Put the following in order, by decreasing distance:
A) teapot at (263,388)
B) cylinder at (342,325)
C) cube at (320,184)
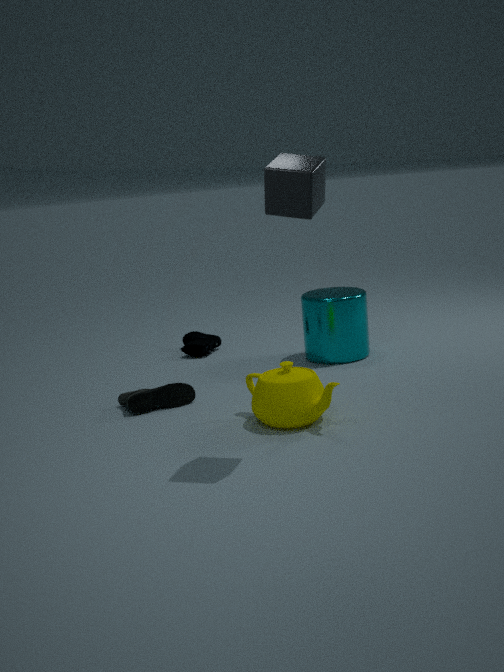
cylinder at (342,325)
teapot at (263,388)
cube at (320,184)
